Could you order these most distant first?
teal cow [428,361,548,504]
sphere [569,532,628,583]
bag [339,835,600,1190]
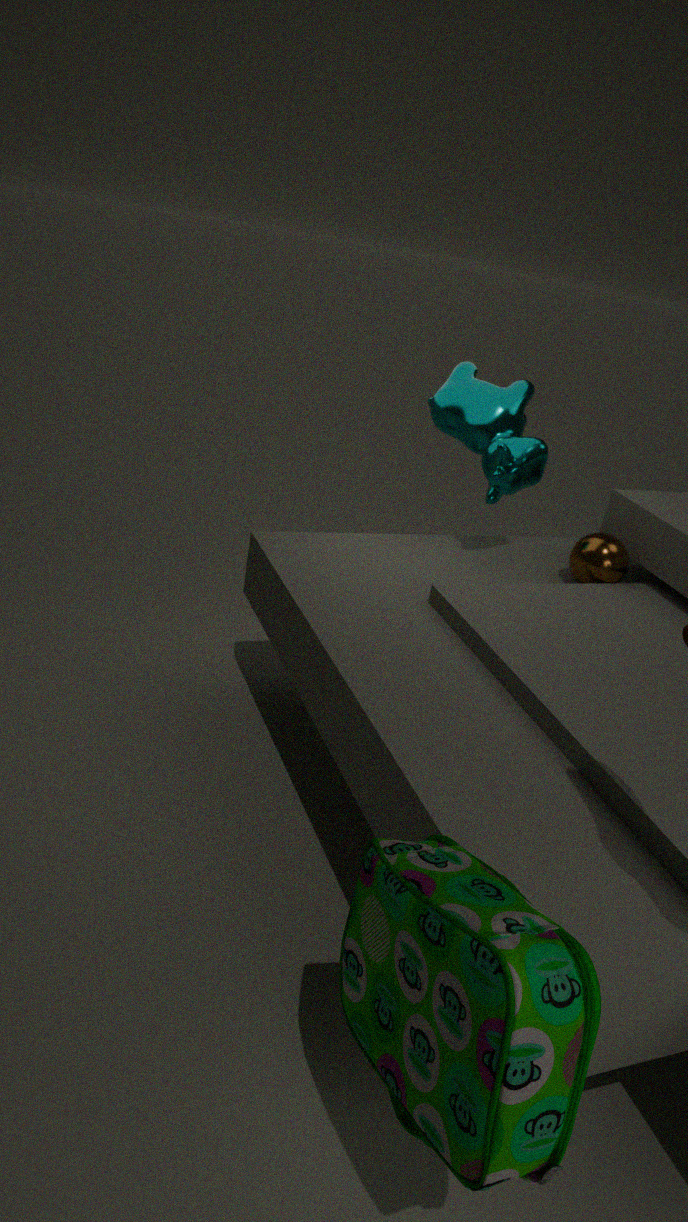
teal cow [428,361,548,504], sphere [569,532,628,583], bag [339,835,600,1190]
